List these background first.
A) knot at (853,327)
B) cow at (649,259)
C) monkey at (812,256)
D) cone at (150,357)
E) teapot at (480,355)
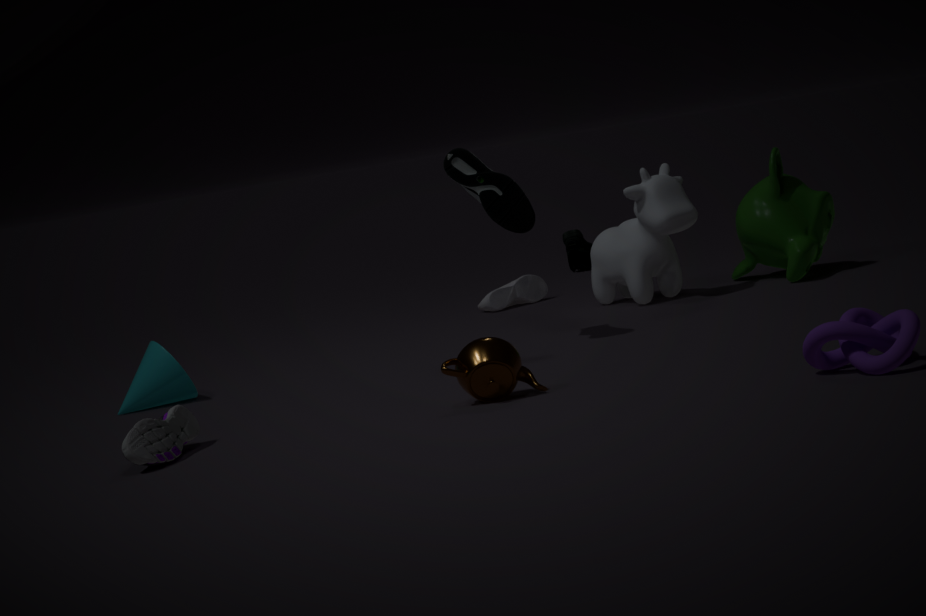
monkey at (812,256) < cow at (649,259) < cone at (150,357) < teapot at (480,355) < knot at (853,327)
